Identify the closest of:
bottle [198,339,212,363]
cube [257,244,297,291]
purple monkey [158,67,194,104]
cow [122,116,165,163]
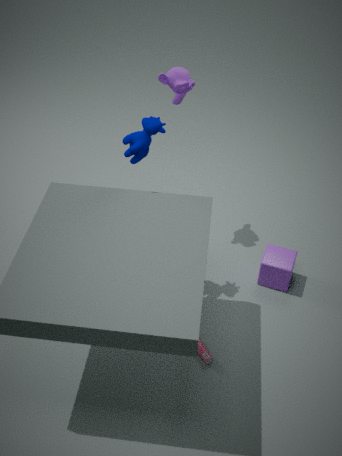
cow [122,116,165,163]
